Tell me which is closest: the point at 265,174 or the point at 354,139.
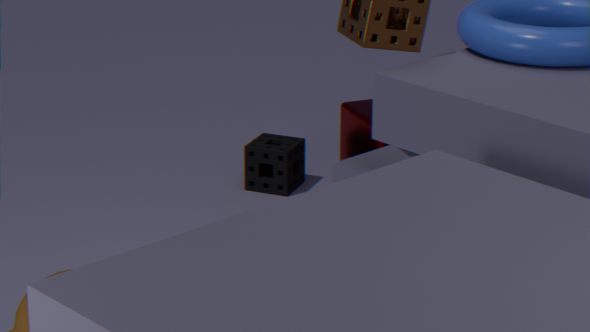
the point at 354,139
